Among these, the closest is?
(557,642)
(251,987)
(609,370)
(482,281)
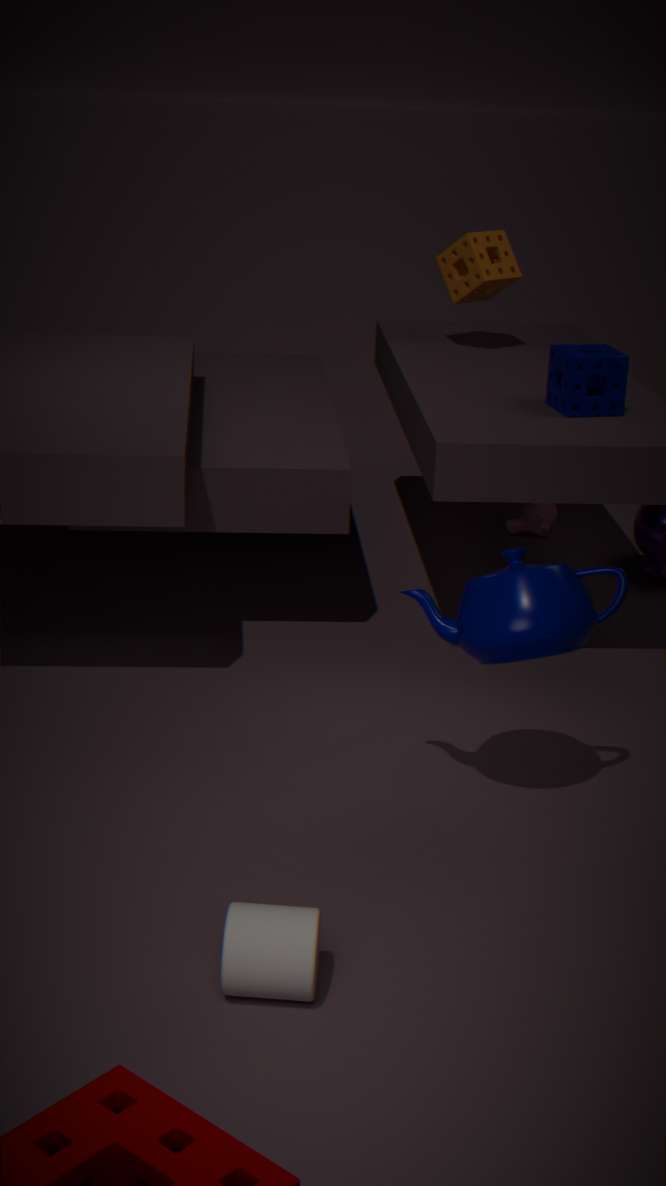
(251,987)
